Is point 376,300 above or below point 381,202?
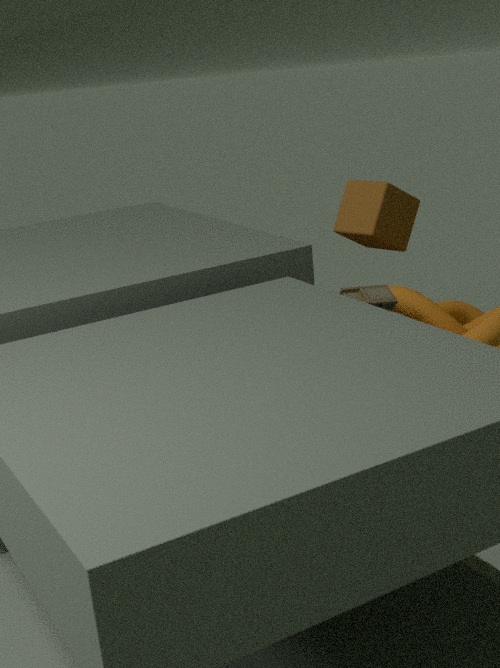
below
